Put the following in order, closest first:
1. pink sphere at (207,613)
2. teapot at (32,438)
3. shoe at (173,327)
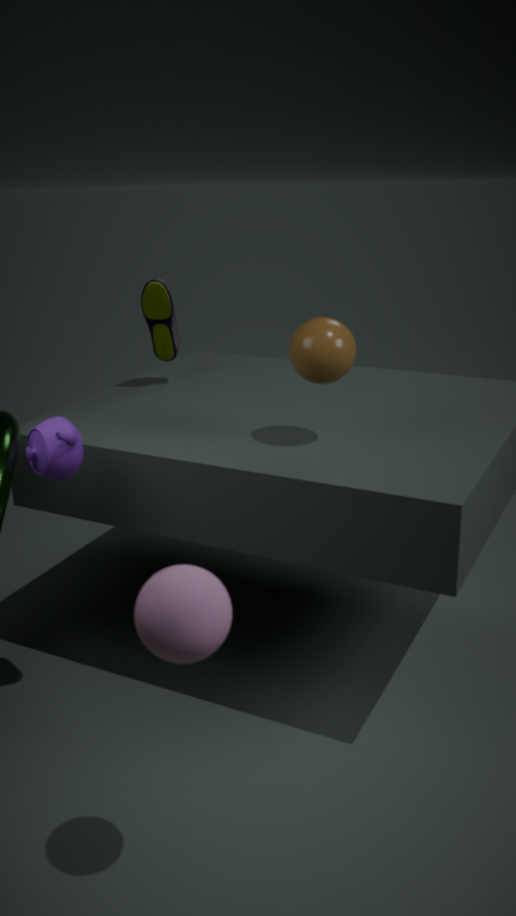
pink sphere at (207,613)
teapot at (32,438)
shoe at (173,327)
